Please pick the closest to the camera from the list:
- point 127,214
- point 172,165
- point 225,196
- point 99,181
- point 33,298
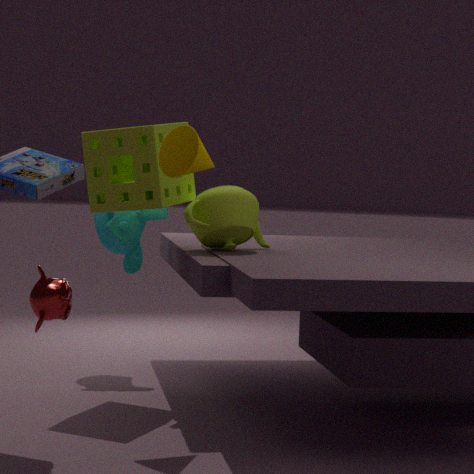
point 33,298
